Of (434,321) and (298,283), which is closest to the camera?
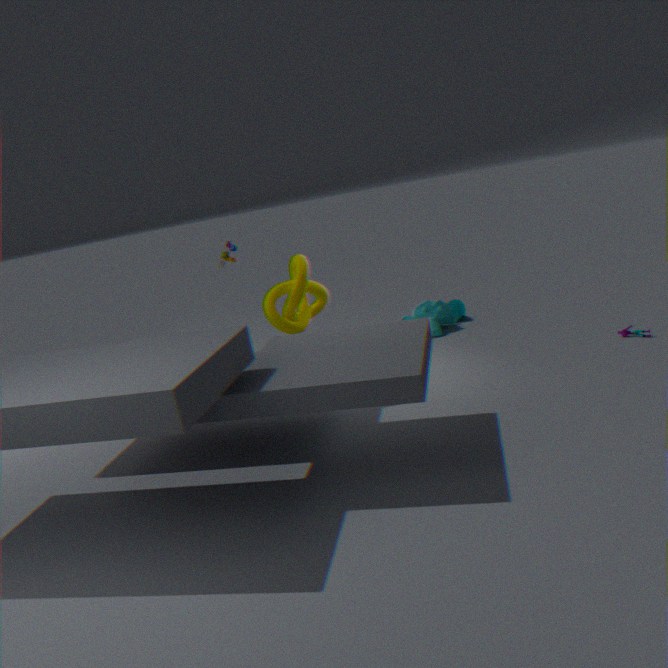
(298,283)
